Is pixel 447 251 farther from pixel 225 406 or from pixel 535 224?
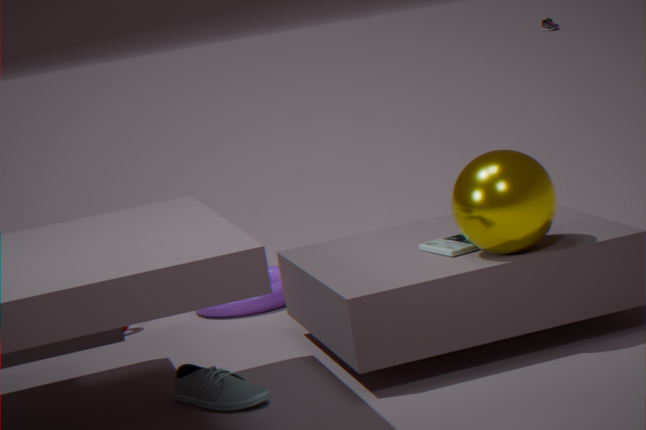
pixel 225 406
